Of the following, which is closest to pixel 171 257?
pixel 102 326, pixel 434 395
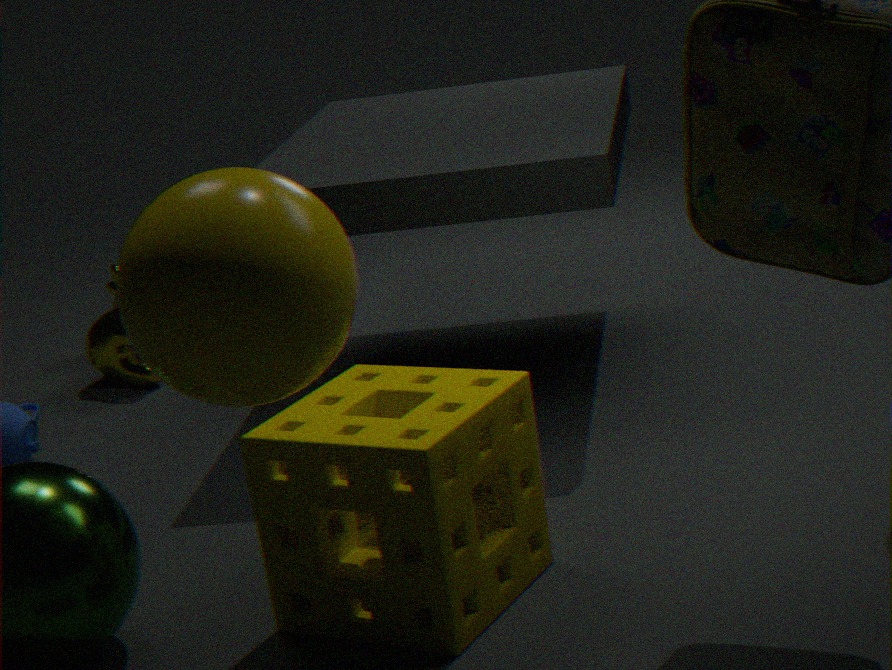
pixel 434 395
